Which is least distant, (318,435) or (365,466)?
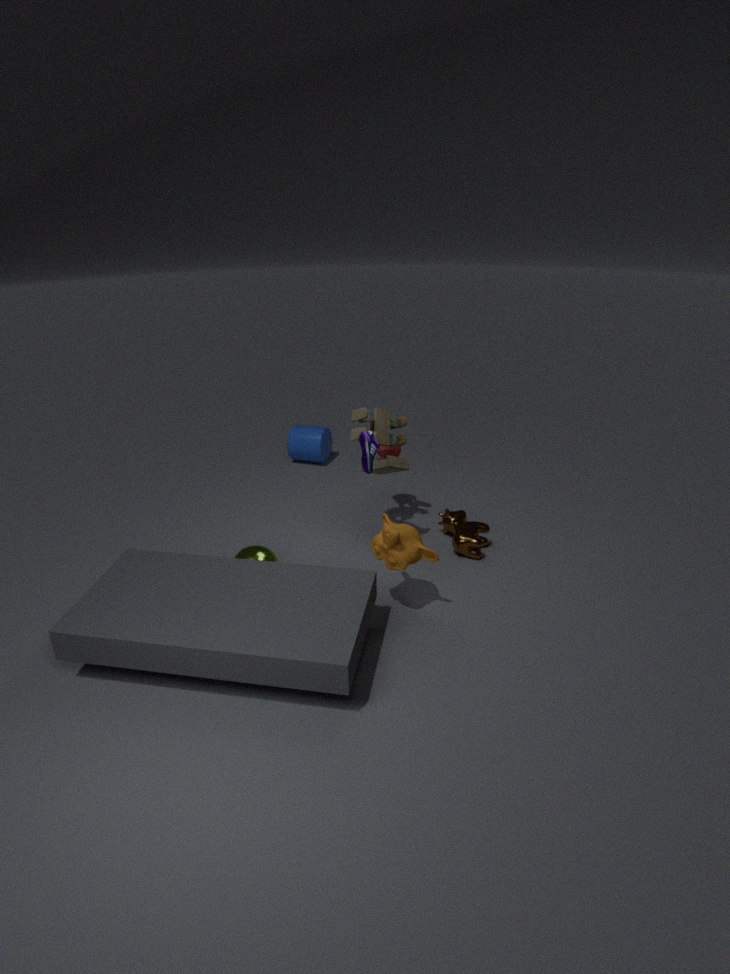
(365,466)
